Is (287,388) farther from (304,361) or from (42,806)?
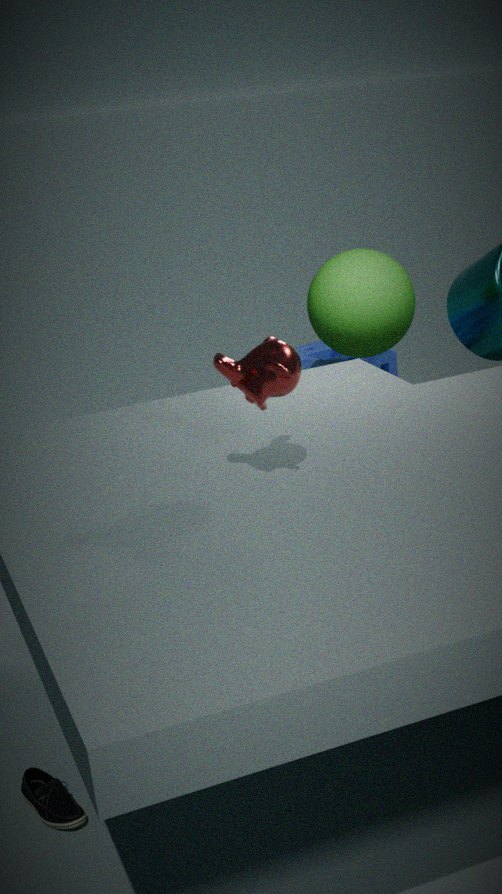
(304,361)
